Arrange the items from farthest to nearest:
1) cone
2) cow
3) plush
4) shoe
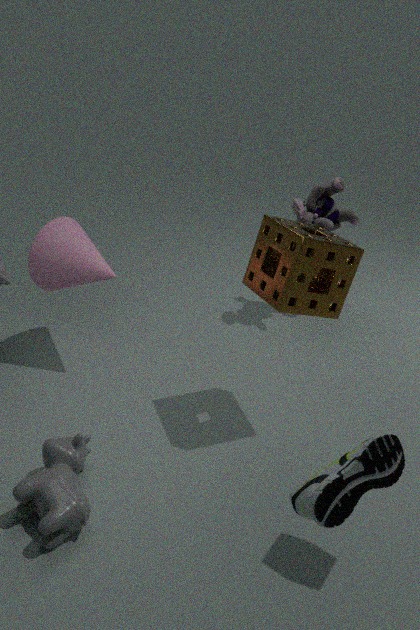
3. plush < 1. cone < 2. cow < 4. shoe
